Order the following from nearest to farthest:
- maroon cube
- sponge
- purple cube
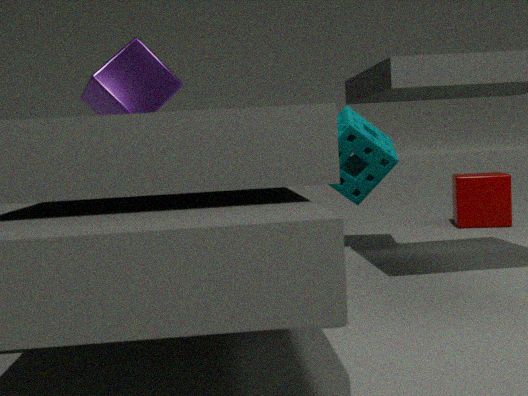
purple cube, sponge, maroon cube
